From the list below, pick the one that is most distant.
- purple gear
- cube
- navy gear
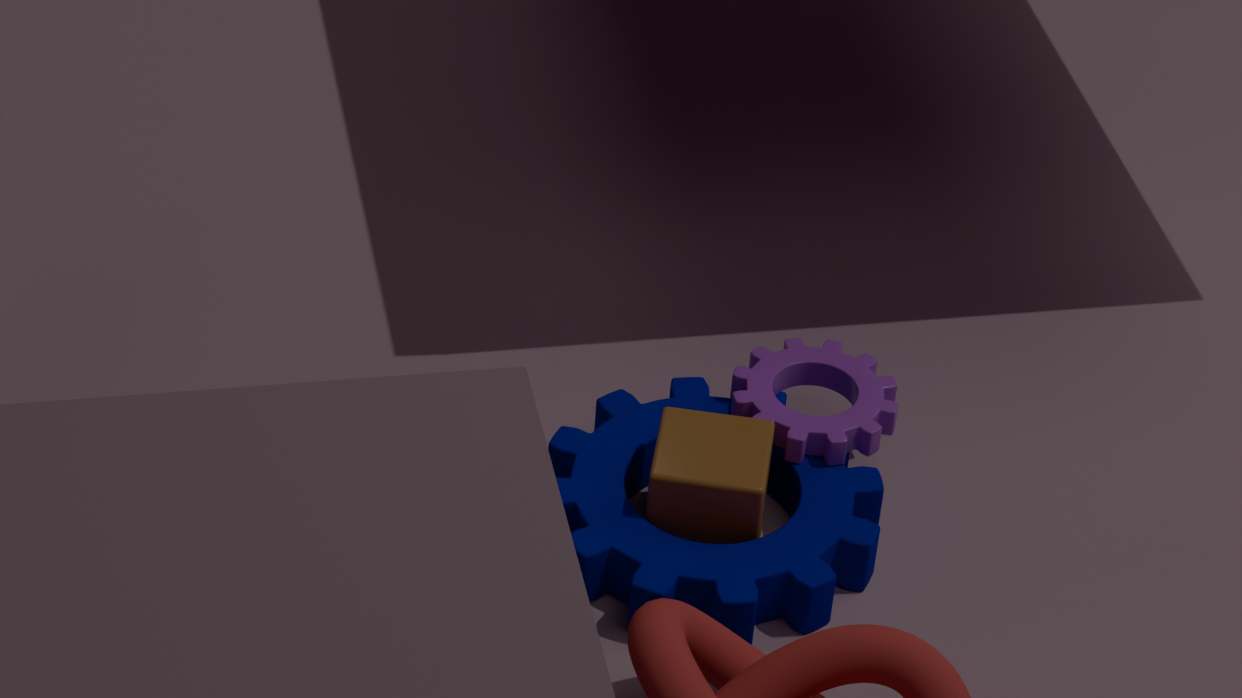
purple gear
